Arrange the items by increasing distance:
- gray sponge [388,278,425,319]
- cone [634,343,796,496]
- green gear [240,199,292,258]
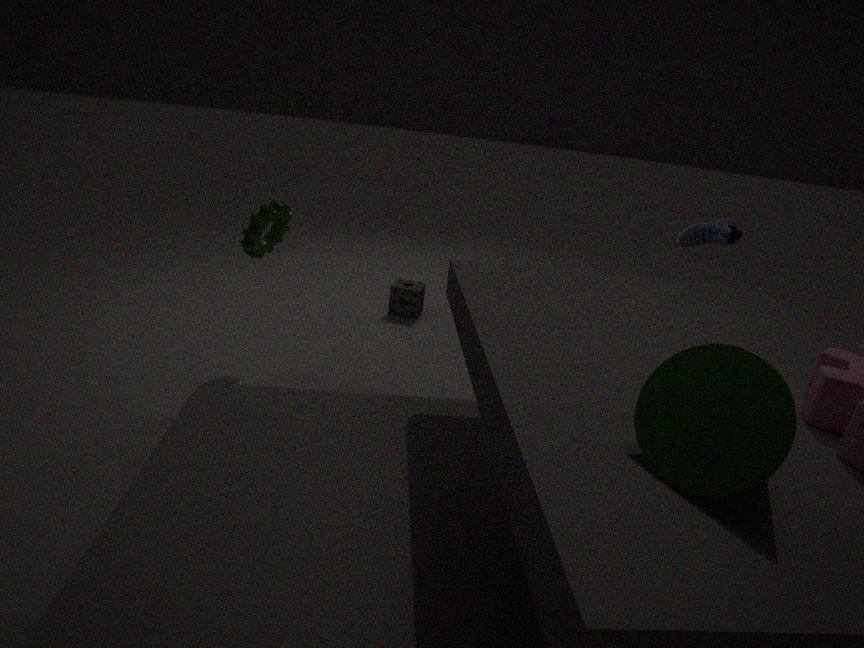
cone [634,343,796,496]
green gear [240,199,292,258]
gray sponge [388,278,425,319]
